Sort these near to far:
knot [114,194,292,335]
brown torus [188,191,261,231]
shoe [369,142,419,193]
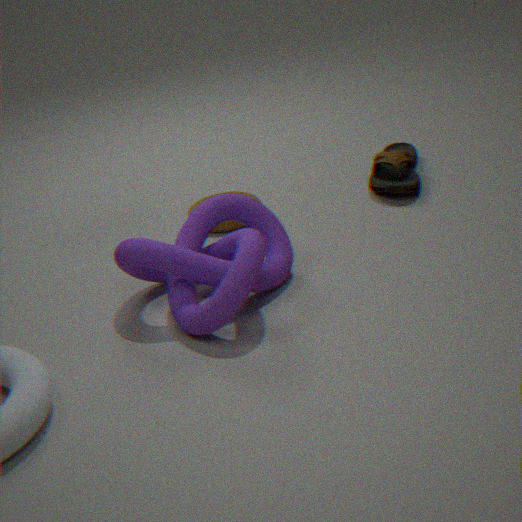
knot [114,194,292,335] → brown torus [188,191,261,231] → shoe [369,142,419,193]
